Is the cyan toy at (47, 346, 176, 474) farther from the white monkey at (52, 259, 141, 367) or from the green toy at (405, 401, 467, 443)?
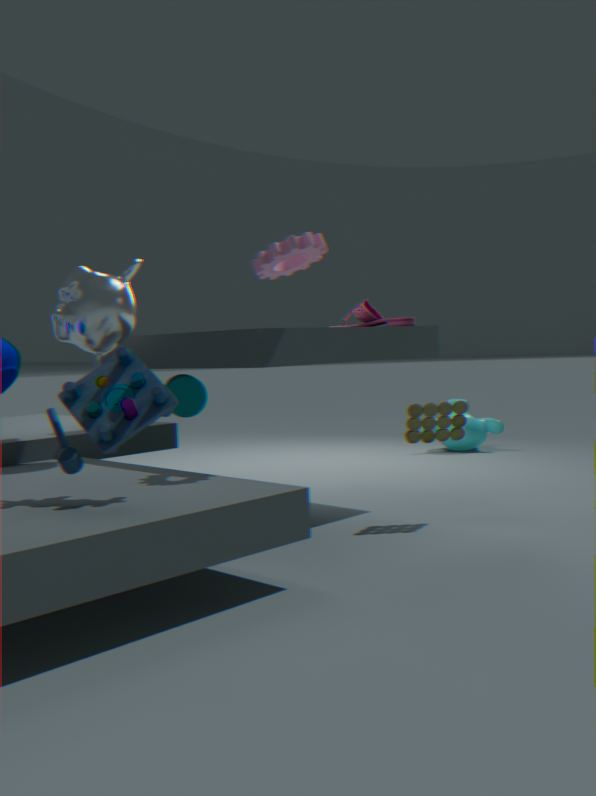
the green toy at (405, 401, 467, 443)
